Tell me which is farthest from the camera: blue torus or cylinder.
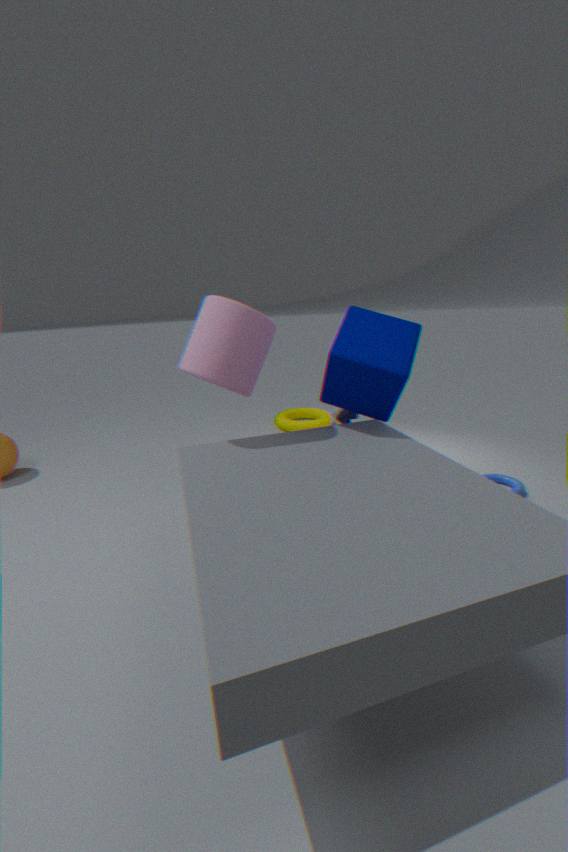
blue torus
